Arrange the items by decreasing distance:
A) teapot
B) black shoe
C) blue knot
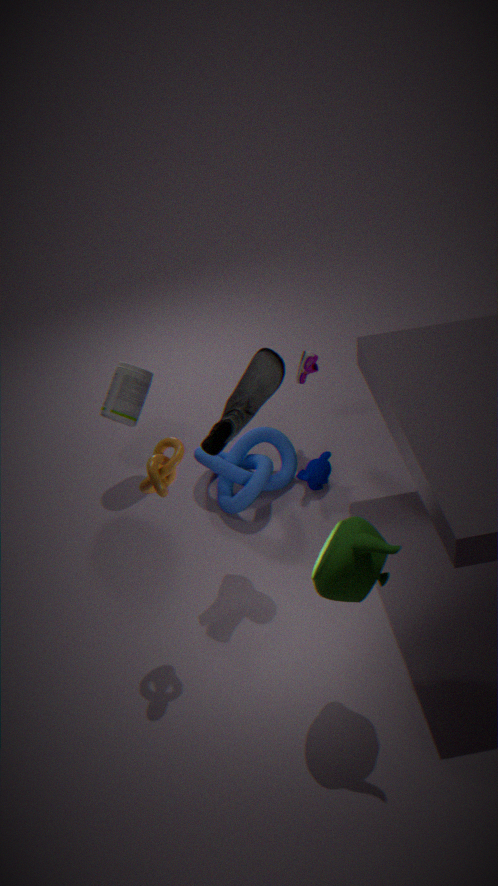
blue knot, black shoe, teapot
